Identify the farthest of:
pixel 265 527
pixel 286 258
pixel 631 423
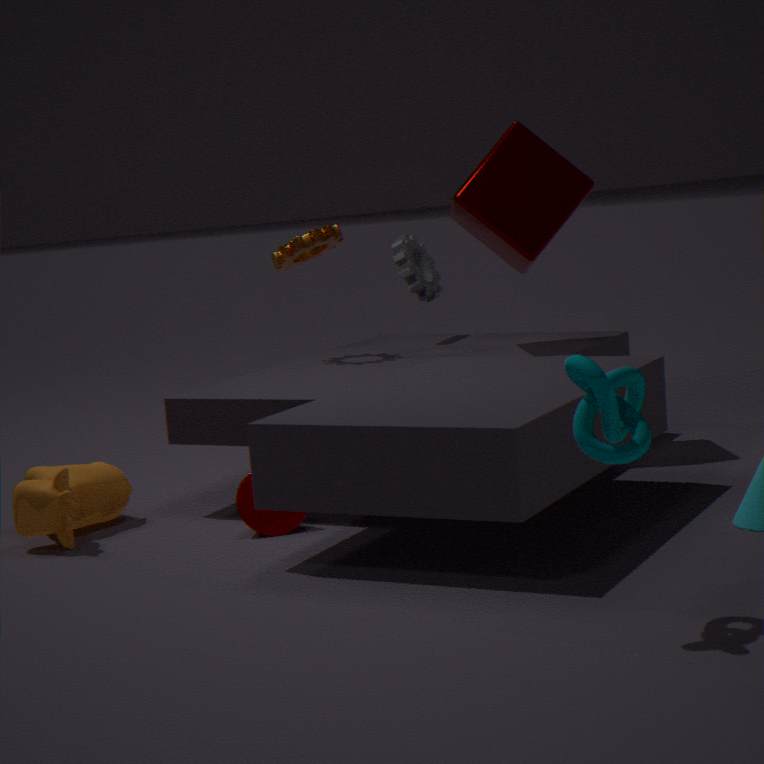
pixel 286 258
